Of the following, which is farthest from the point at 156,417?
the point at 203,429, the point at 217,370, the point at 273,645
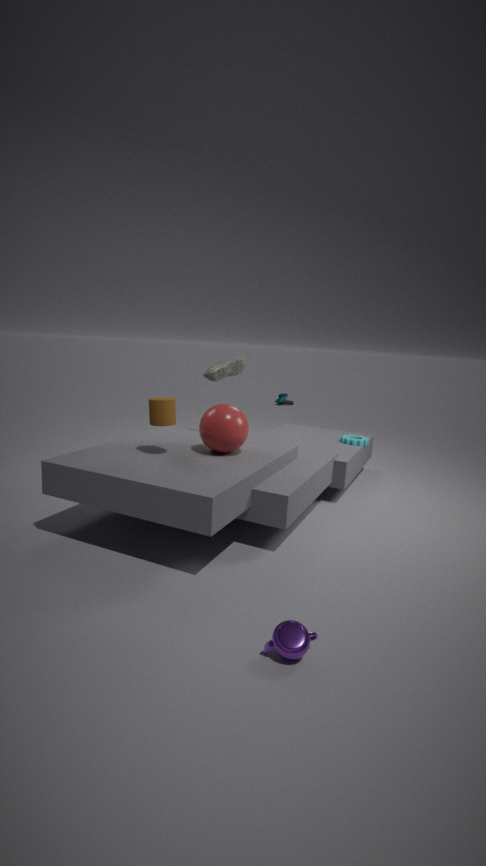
the point at 273,645
